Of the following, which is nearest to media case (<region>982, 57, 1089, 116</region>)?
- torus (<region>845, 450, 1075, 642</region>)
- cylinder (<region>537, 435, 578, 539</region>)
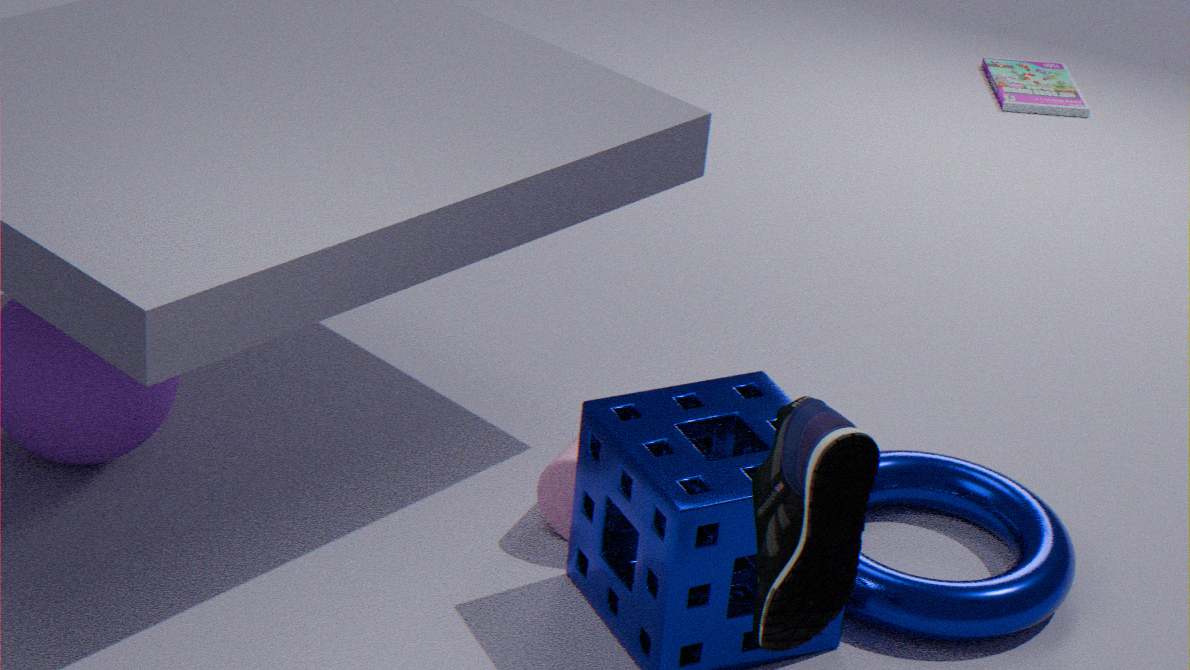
torus (<region>845, 450, 1075, 642</region>)
